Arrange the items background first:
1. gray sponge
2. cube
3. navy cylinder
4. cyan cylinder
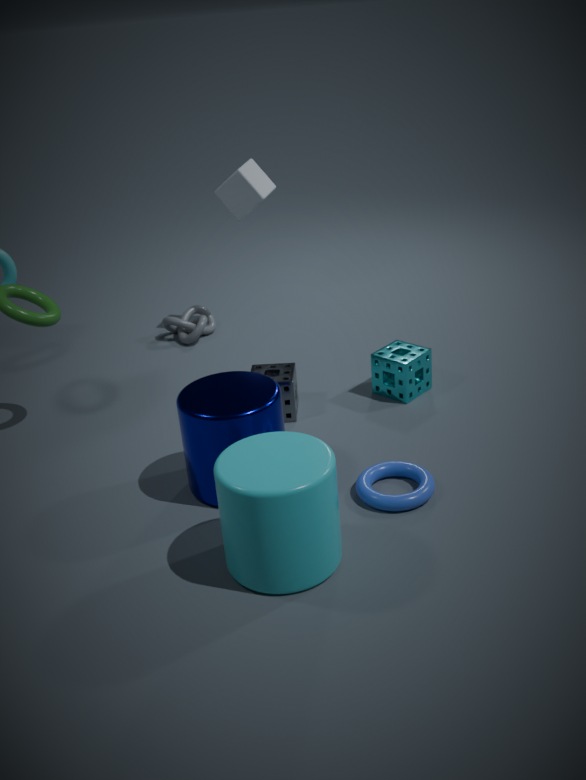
cube → gray sponge → navy cylinder → cyan cylinder
